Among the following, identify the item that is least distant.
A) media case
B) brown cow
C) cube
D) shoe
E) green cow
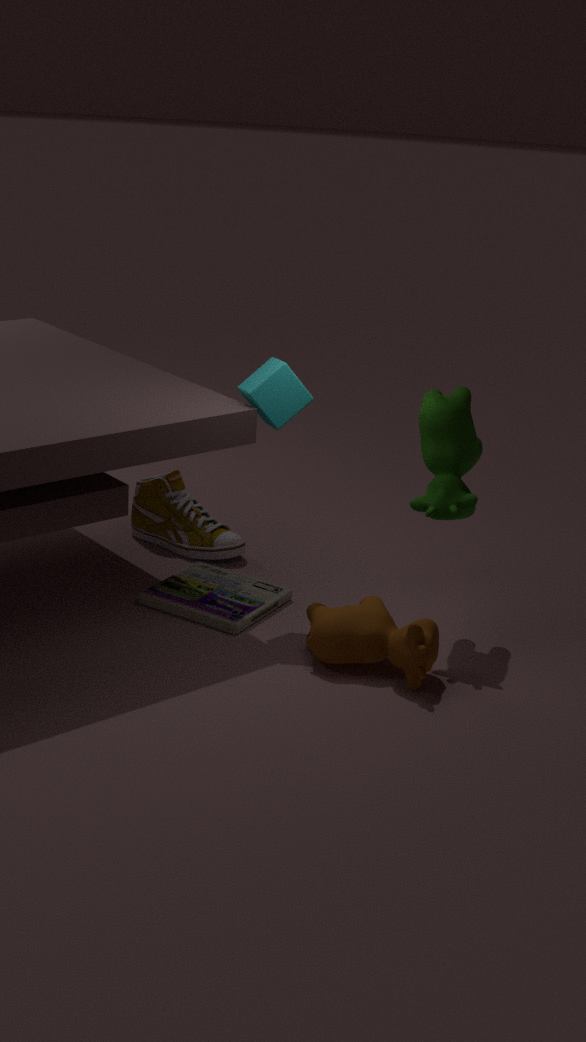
brown cow
